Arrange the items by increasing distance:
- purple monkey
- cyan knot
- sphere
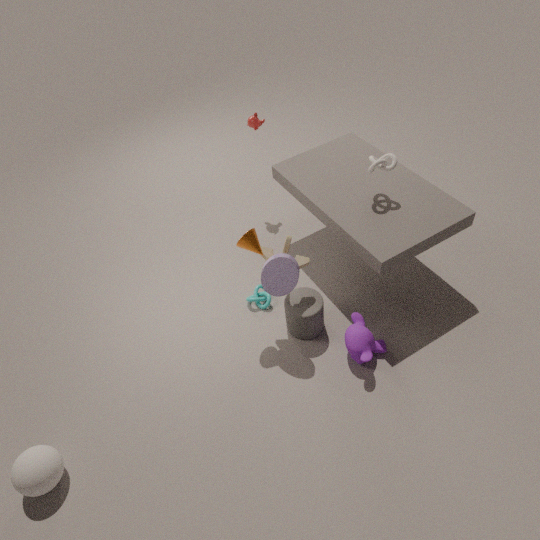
sphere < purple monkey < cyan knot
